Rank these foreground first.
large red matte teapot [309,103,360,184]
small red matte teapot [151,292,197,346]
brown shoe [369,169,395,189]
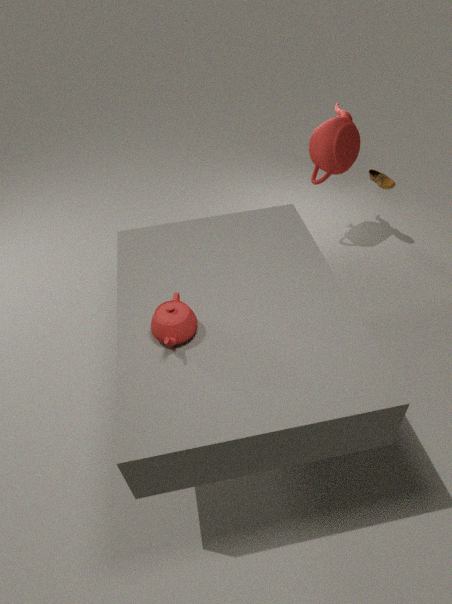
1. small red matte teapot [151,292,197,346]
2. large red matte teapot [309,103,360,184]
3. brown shoe [369,169,395,189]
